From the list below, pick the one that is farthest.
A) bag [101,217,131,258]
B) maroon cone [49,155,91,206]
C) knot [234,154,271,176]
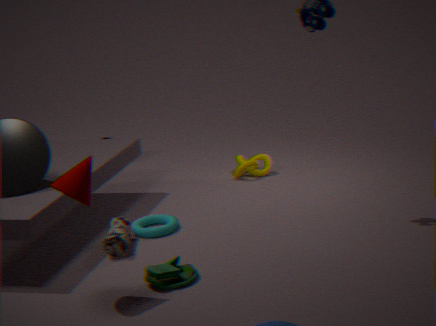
knot [234,154,271,176]
